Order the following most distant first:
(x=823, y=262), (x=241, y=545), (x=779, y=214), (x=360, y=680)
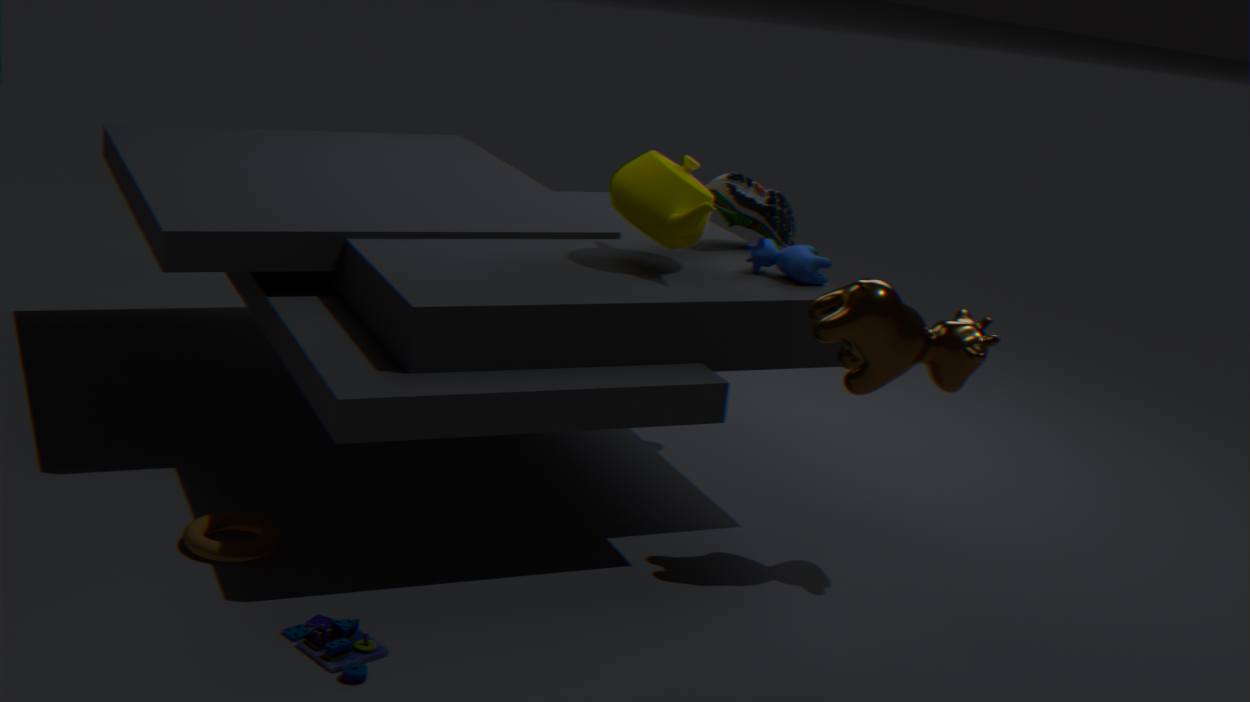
(x=779, y=214) < (x=823, y=262) < (x=241, y=545) < (x=360, y=680)
